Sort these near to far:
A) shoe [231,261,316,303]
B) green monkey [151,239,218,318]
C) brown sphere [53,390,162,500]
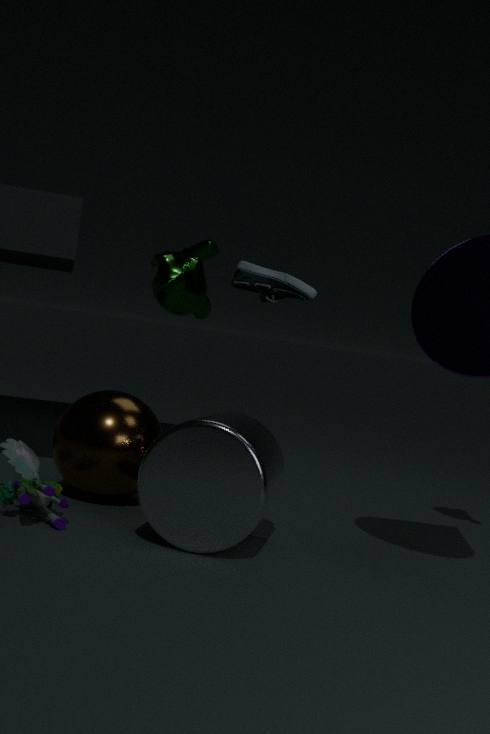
shoe [231,261,316,303], brown sphere [53,390,162,500], green monkey [151,239,218,318]
